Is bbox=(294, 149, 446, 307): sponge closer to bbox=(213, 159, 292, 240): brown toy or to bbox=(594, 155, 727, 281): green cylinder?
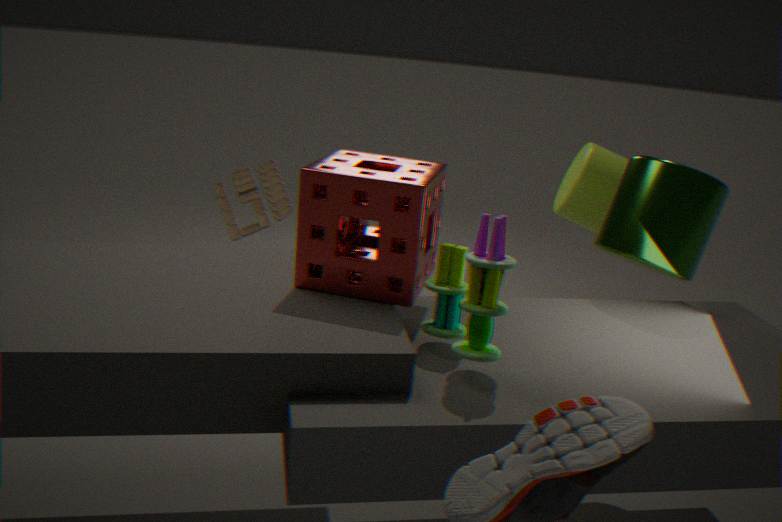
bbox=(594, 155, 727, 281): green cylinder
